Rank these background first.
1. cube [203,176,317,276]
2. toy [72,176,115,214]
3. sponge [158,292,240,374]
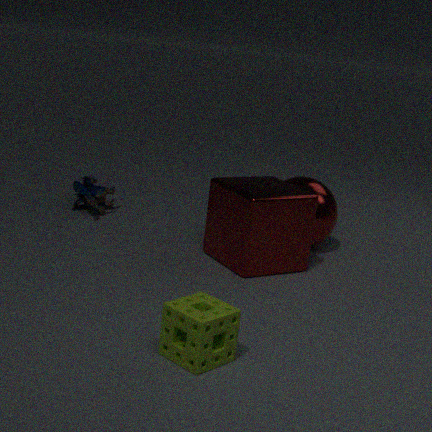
toy [72,176,115,214] → cube [203,176,317,276] → sponge [158,292,240,374]
